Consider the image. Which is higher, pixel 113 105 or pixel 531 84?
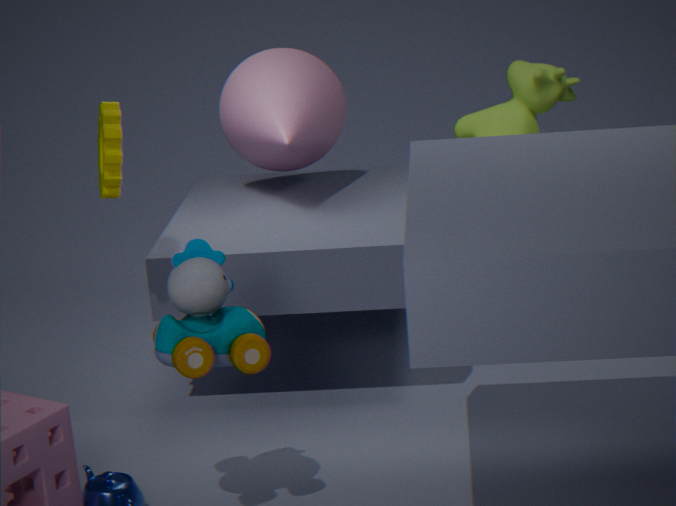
pixel 113 105
